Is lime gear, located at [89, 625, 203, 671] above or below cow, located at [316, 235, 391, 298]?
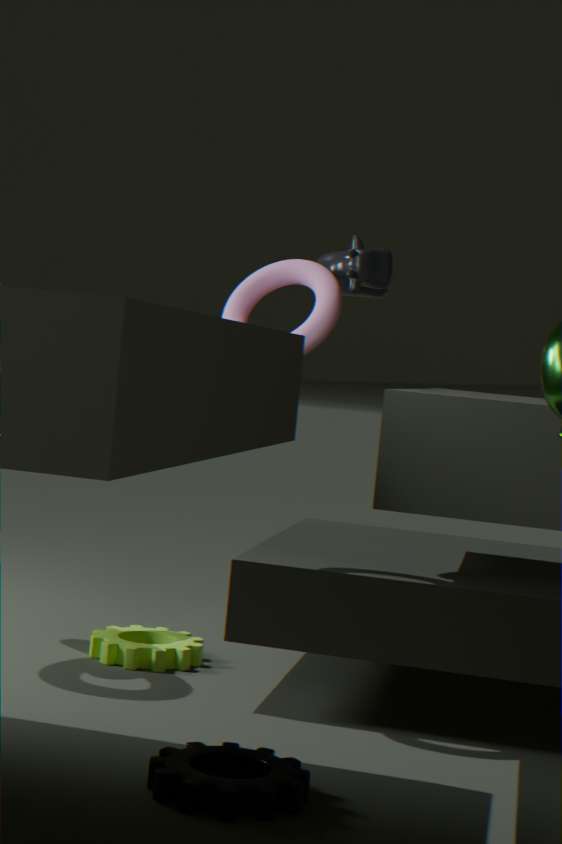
below
